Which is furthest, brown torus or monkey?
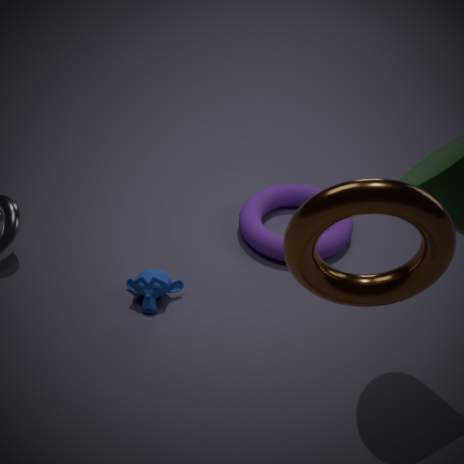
monkey
